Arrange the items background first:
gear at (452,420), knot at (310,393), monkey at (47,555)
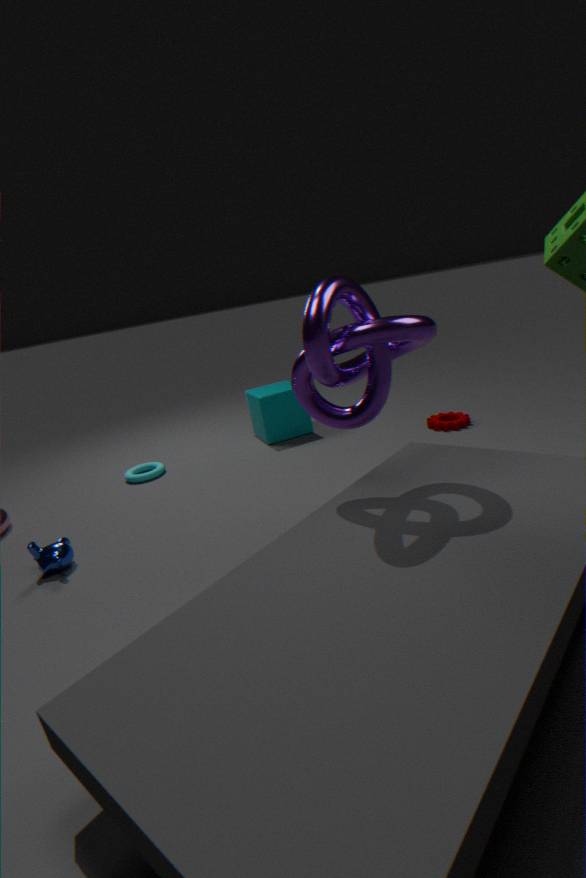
gear at (452,420)
monkey at (47,555)
knot at (310,393)
